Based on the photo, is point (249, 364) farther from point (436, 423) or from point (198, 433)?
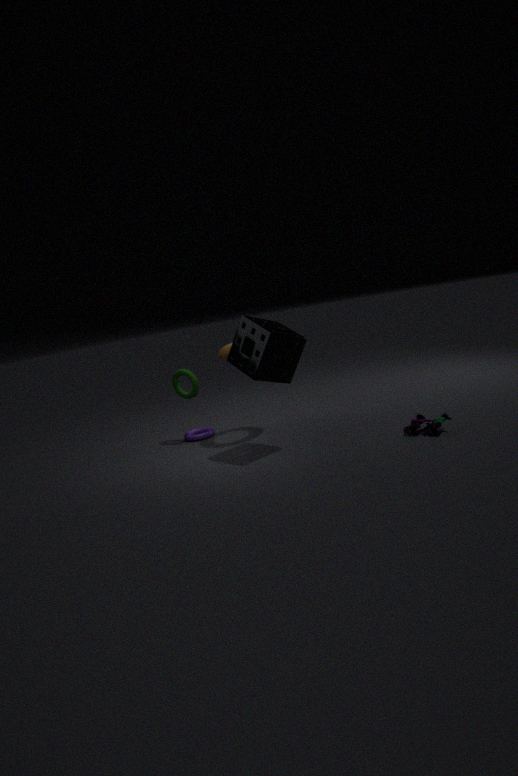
point (436, 423)
